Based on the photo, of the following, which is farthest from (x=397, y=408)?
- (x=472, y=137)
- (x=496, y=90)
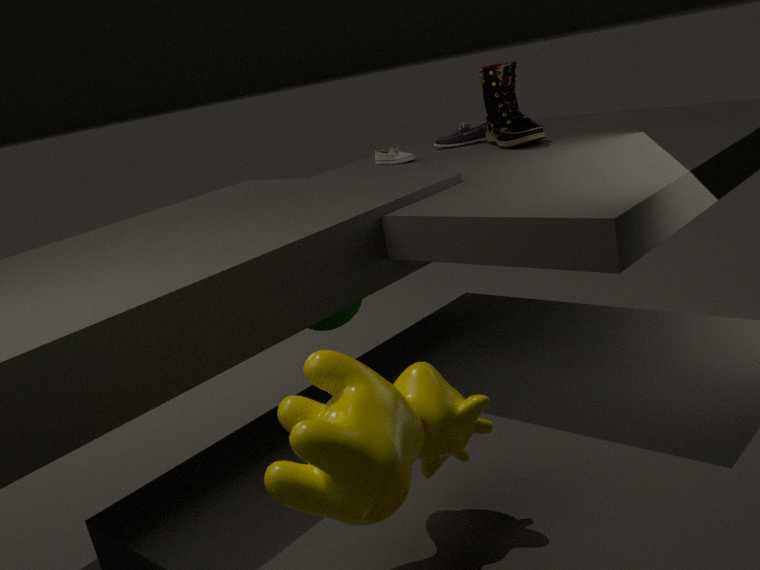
(x=472, y=137)
